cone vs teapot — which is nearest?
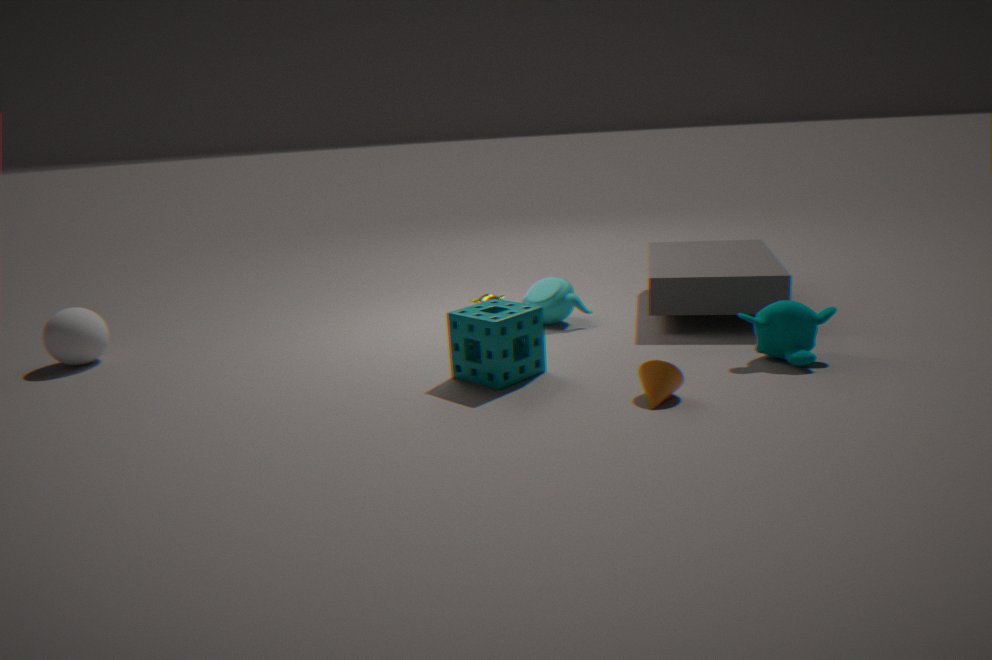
cone
